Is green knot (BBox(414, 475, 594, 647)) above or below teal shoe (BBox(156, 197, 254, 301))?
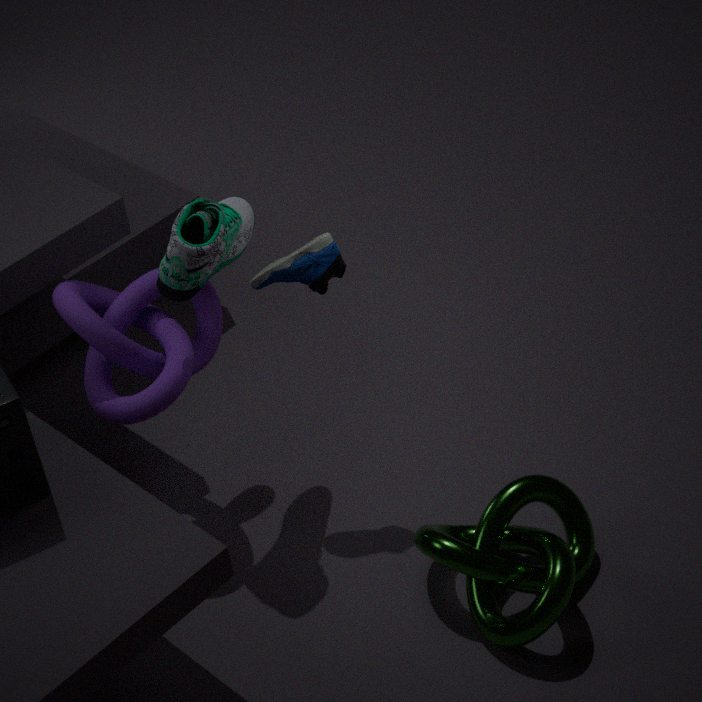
below
